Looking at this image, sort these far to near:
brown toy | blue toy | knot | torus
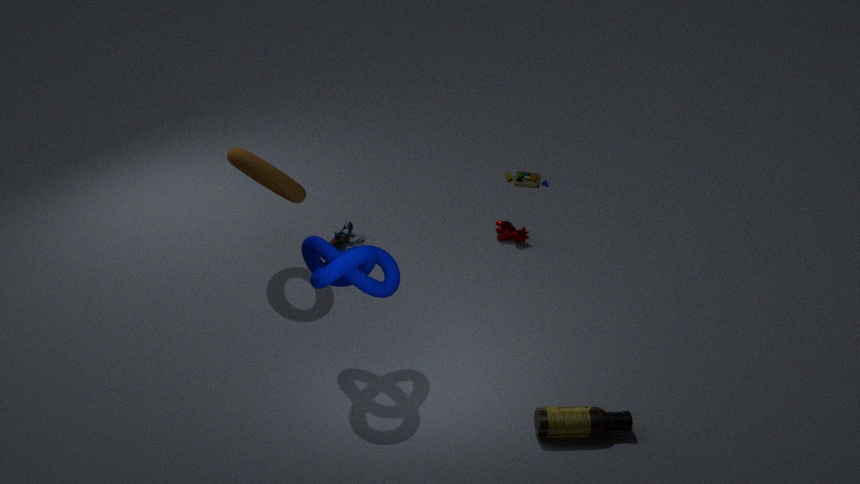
brown toy
blue toy
torus
knot
